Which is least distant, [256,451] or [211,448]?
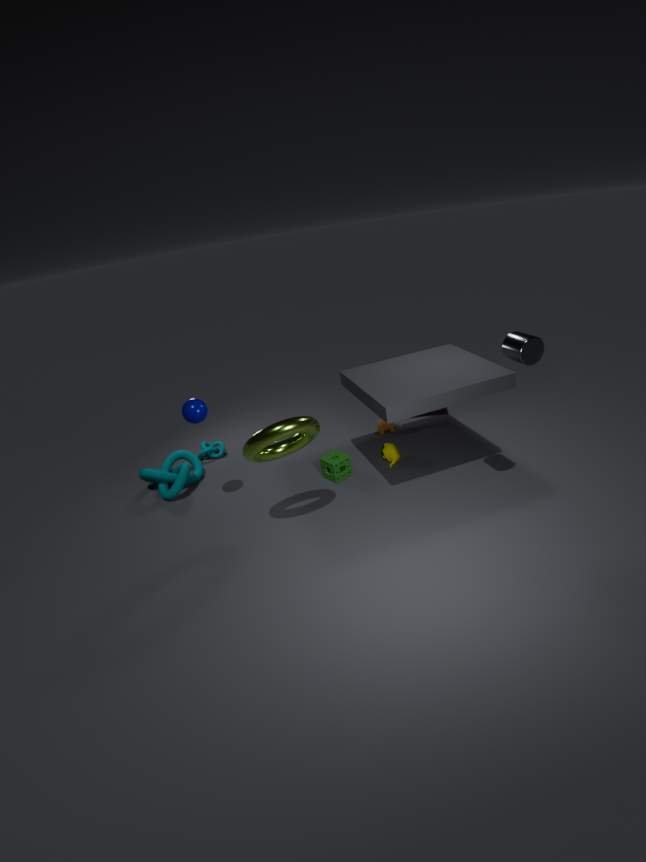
[256,451]
